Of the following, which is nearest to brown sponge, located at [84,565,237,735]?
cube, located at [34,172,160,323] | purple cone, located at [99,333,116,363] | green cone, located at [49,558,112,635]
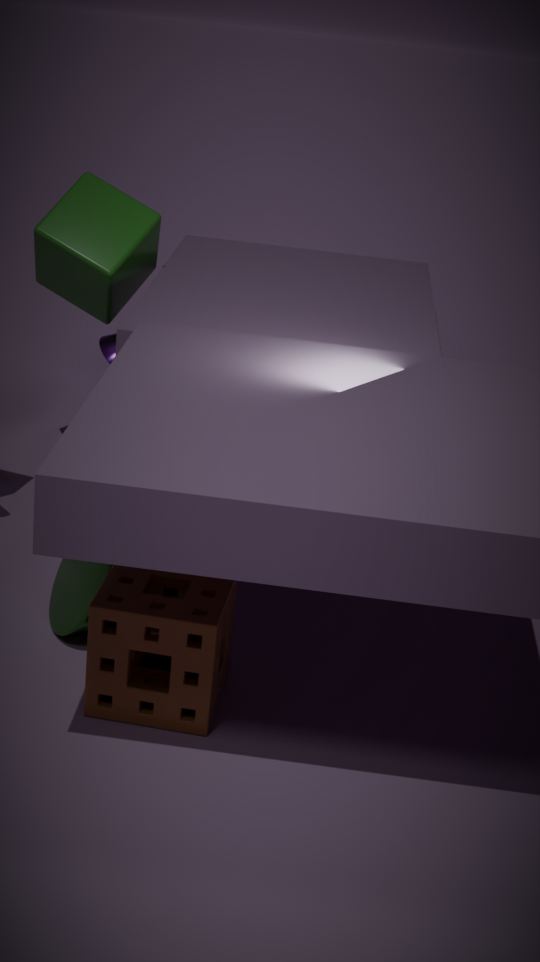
green cone, located at [49,558,112,635]
